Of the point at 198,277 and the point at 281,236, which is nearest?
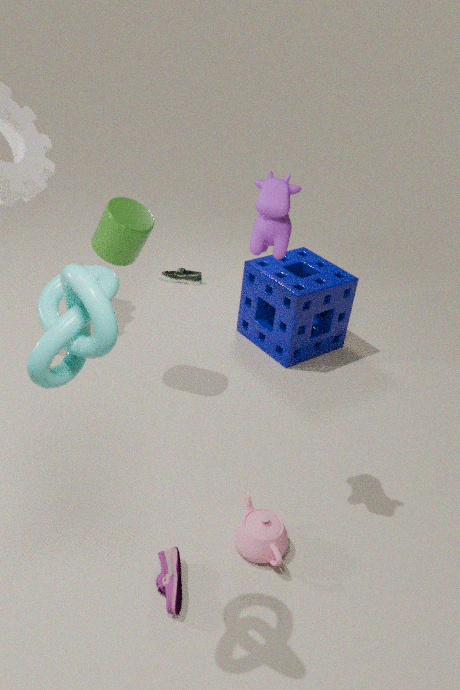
the point at 281,236
